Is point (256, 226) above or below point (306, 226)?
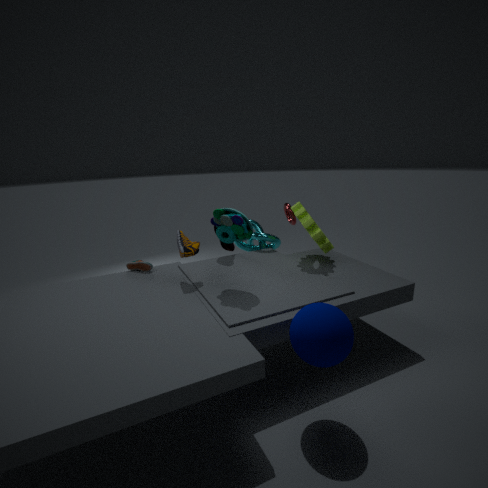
below
